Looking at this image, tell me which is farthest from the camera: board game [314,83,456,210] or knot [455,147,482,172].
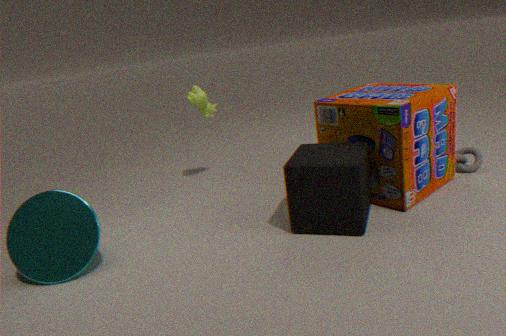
knot [455,147,482,172]
